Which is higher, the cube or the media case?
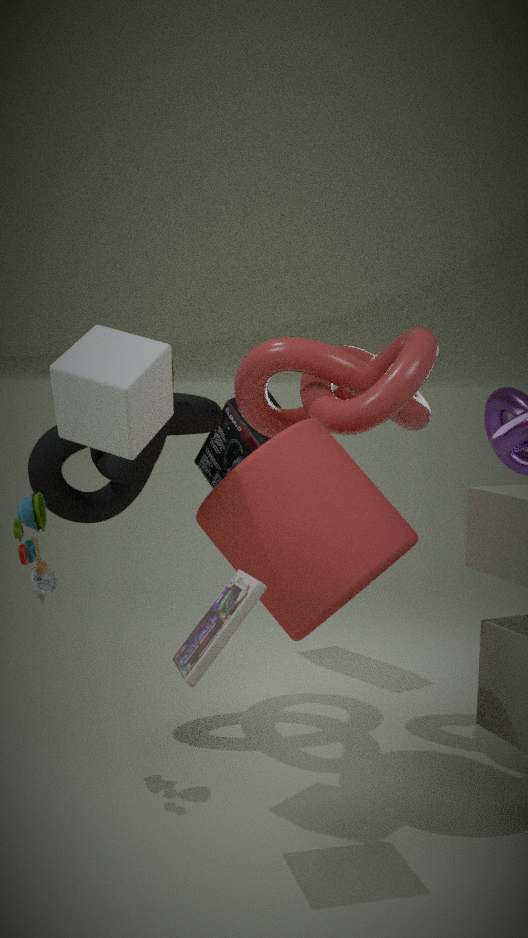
the cube
